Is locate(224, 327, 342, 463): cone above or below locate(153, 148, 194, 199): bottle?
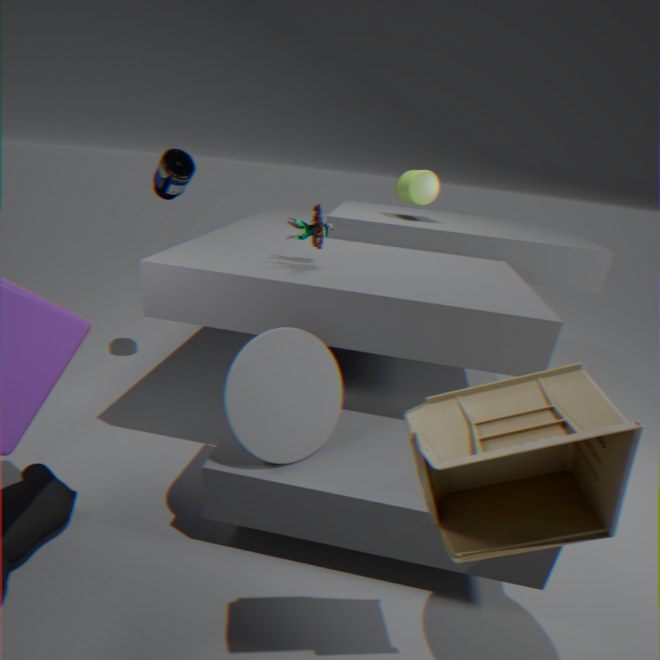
below
